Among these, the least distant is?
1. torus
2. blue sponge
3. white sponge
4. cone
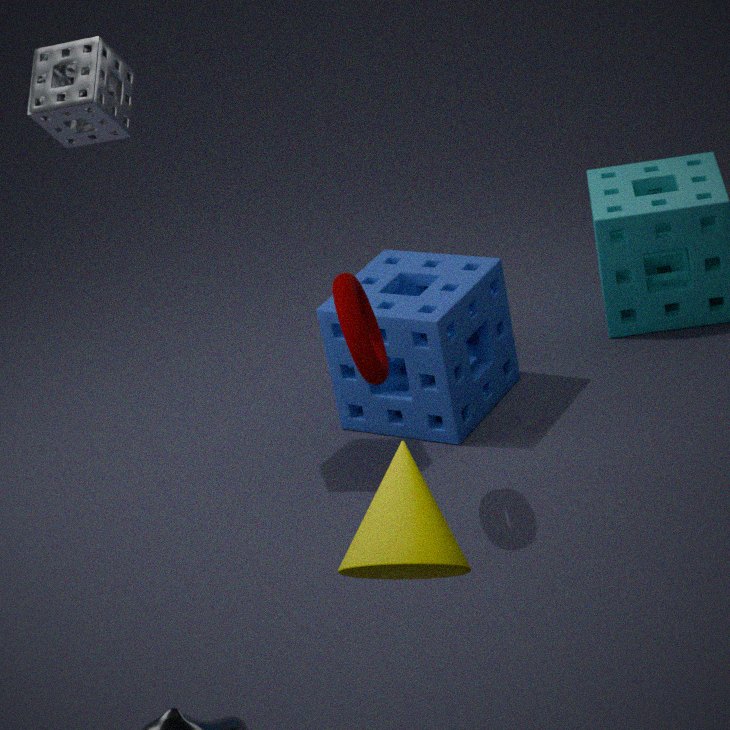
cone
